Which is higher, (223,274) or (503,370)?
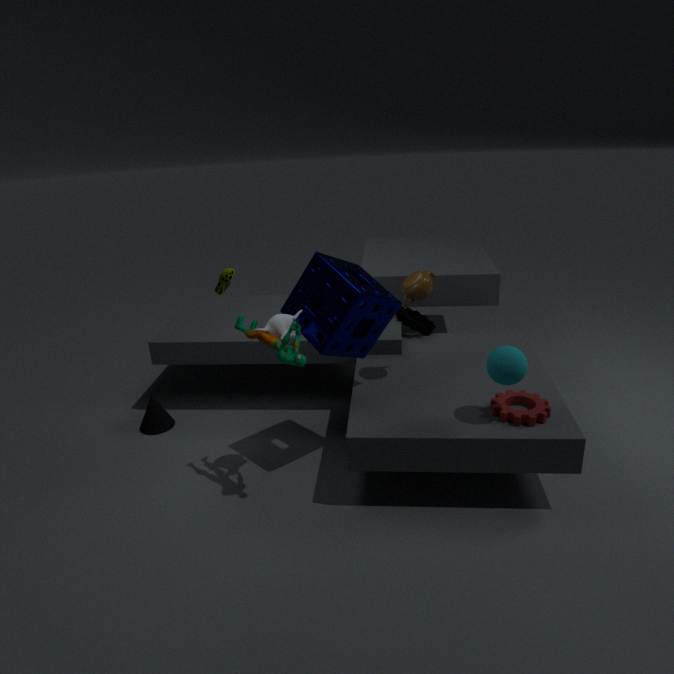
(503,370)
